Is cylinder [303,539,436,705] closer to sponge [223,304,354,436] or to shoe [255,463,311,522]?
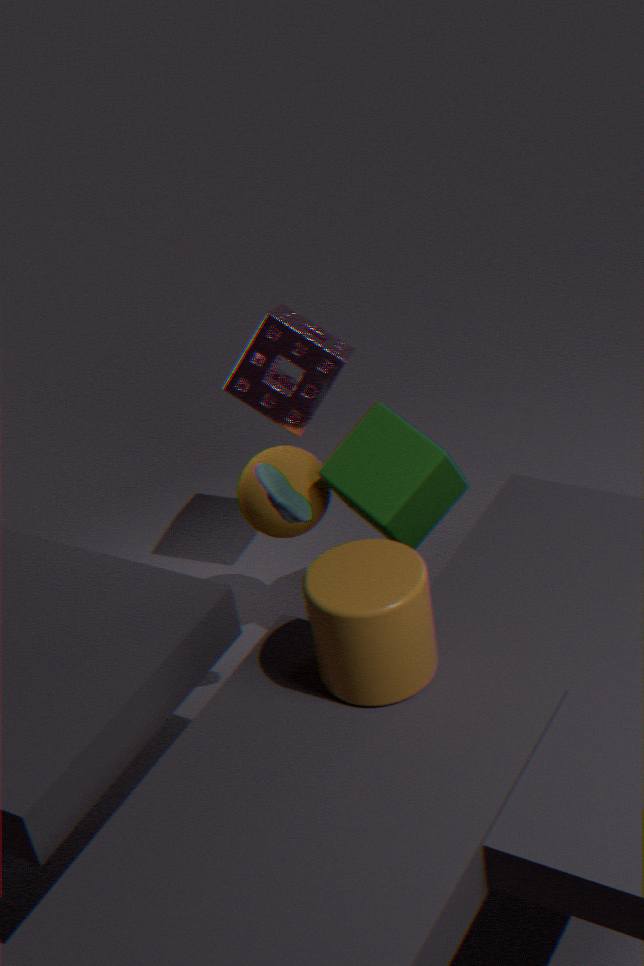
shoe [255,463,311,522]
